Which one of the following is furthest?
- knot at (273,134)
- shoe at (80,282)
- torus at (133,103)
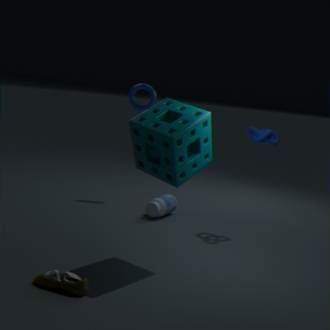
torus at (133,103)
